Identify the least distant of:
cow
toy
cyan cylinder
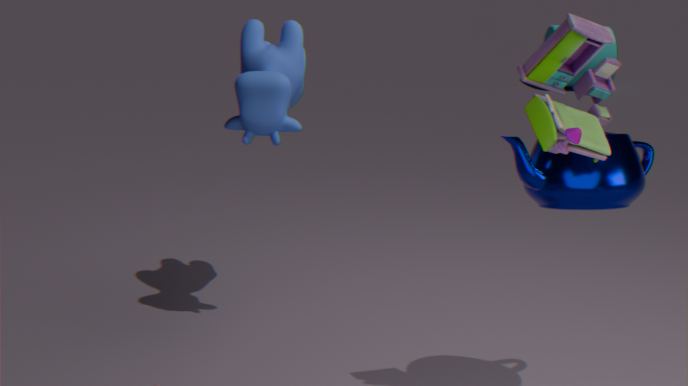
toy
